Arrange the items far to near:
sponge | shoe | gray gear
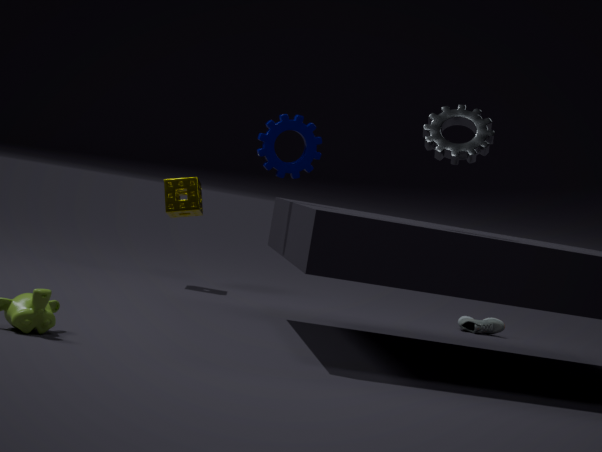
shoe, sponge, gray gear
